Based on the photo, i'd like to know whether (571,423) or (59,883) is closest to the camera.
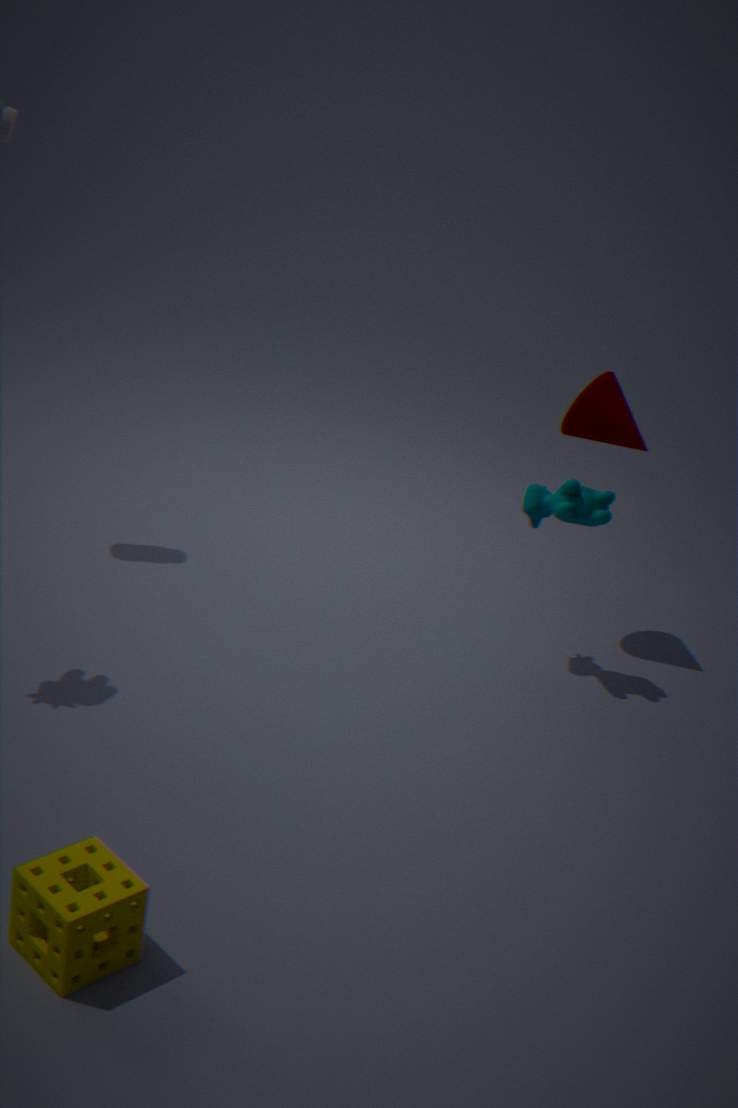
(59,883)
